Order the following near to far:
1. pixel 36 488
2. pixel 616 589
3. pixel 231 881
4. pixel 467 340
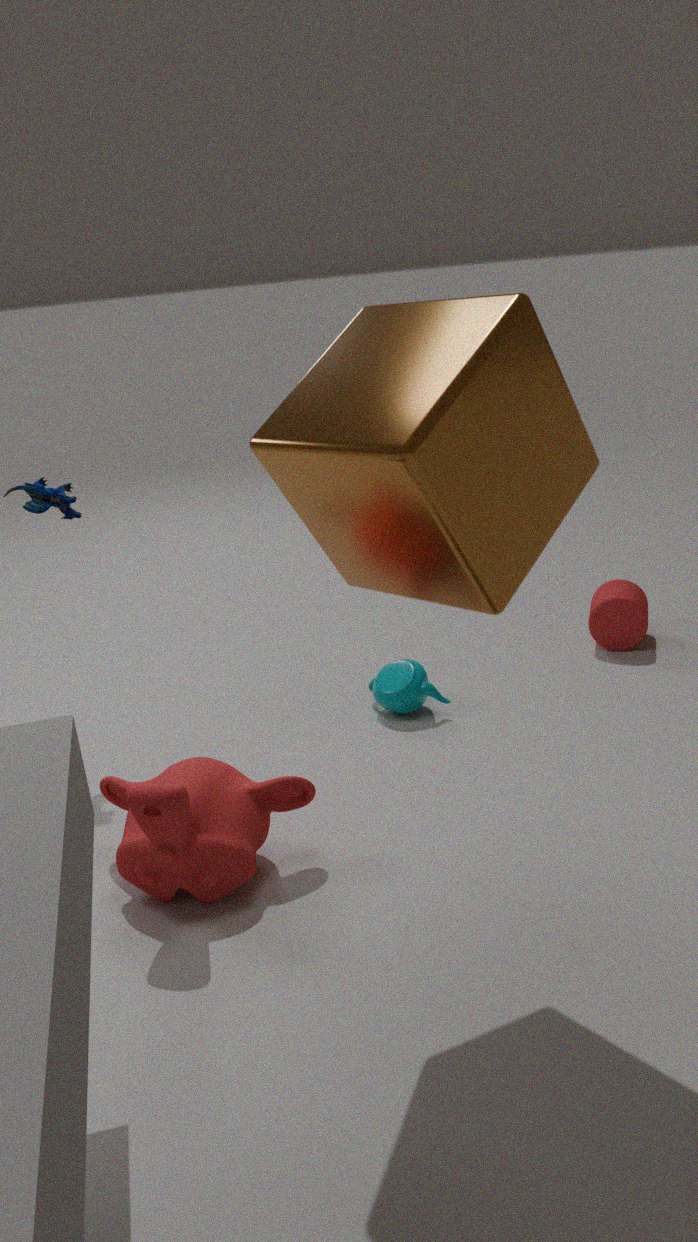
pixel 467 340, pixel 231 881, pixel 36 488, pixel 616 589
